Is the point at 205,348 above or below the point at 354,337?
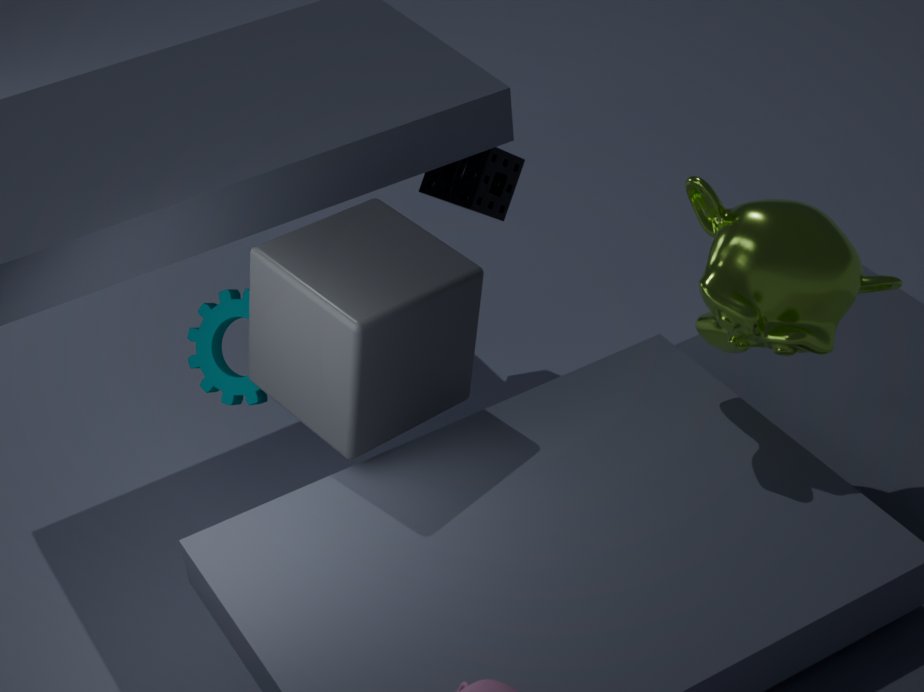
below
